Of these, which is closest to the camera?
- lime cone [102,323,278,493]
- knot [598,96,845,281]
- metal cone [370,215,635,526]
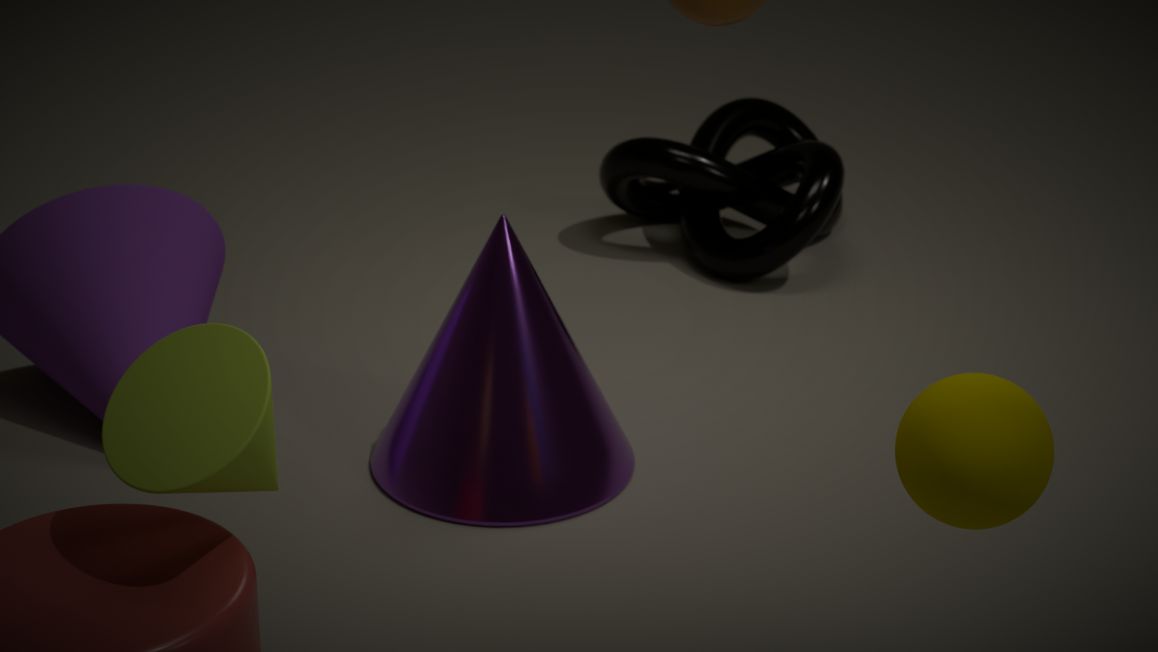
lime cone [102,323,278,493]
